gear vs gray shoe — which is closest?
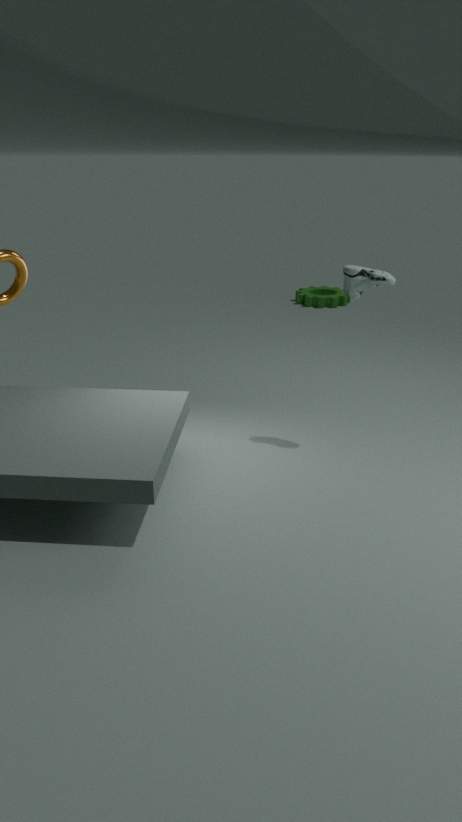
gray shoe
